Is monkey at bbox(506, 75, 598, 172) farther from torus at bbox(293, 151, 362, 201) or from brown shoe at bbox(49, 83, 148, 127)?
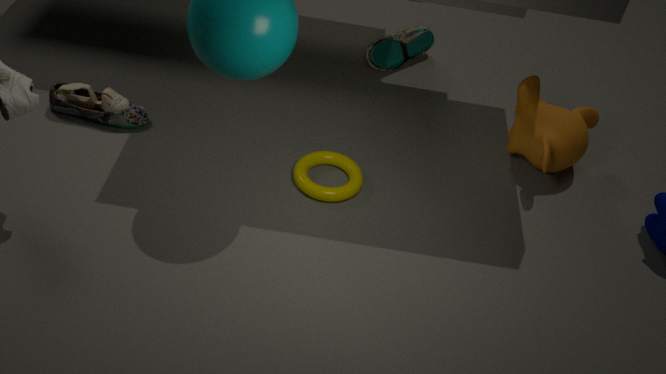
brown shoe at bbox(49, 83, 148, 127)
